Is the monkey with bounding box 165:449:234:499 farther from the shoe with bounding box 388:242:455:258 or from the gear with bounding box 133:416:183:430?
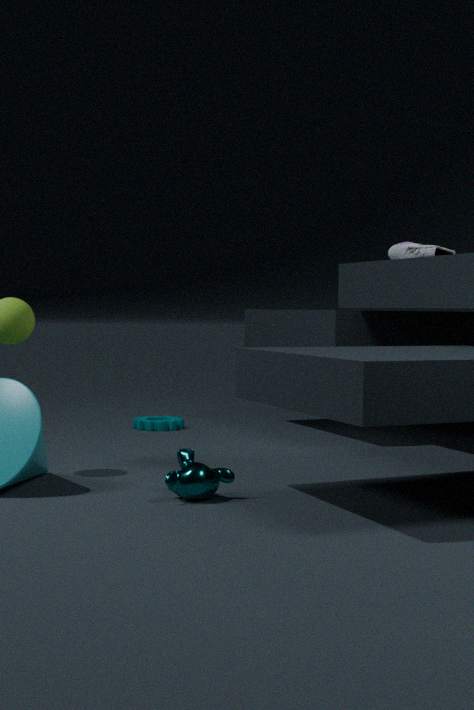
the shoe with bounding box 388:242:455:258
